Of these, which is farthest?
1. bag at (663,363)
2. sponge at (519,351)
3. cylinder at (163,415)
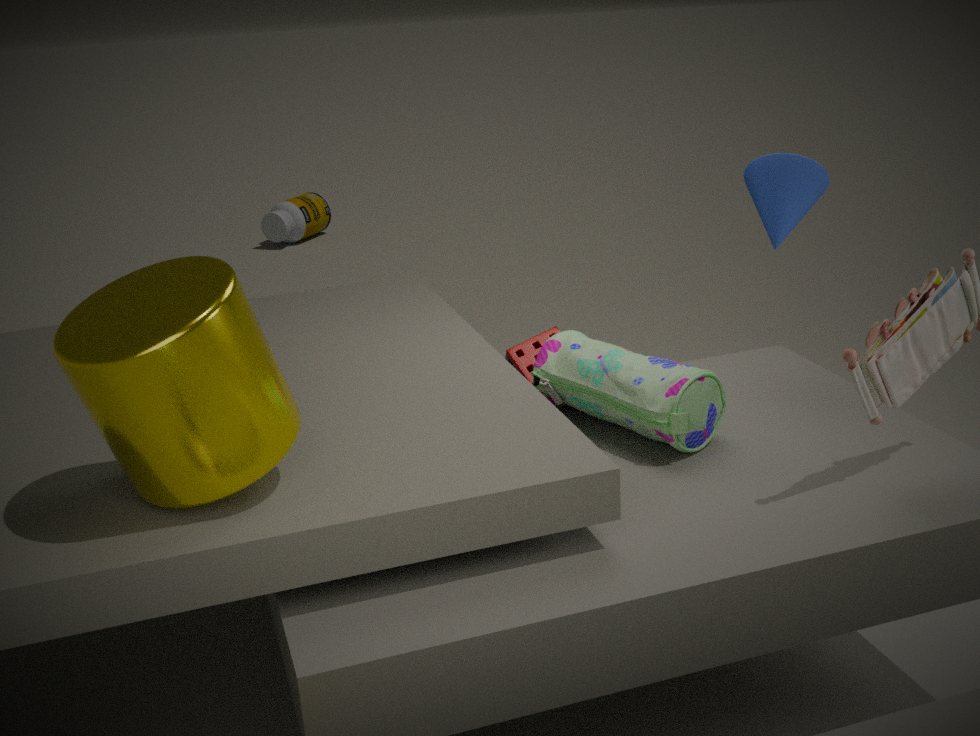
sponge at (519,351)
